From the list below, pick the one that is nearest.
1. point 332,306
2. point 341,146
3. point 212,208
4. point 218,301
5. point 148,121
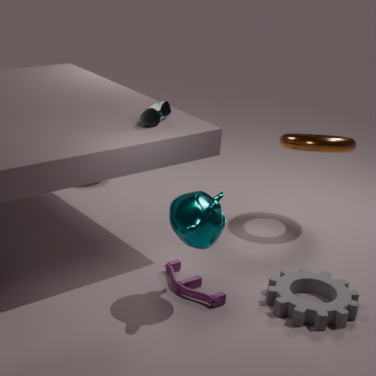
point 212,208
